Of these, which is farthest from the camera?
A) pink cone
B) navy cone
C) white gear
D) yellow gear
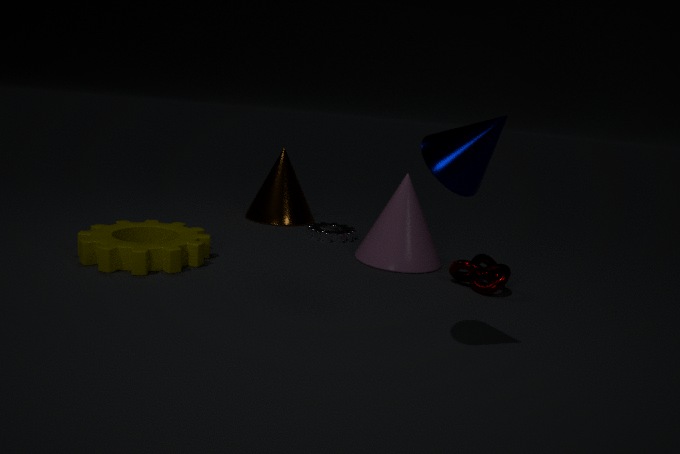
white gear
